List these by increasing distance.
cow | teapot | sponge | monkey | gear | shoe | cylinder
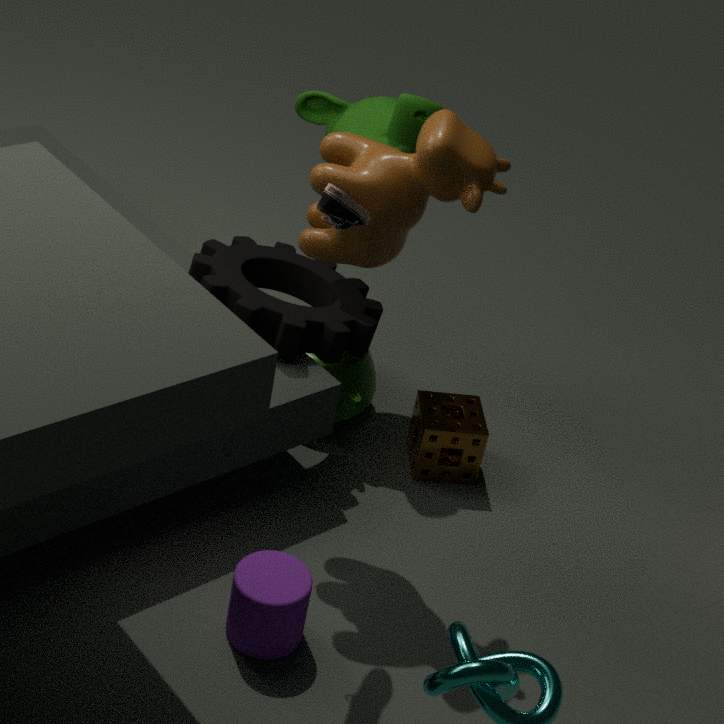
shoe → cow → cylinder → gear → monkey → sponge → teapot
